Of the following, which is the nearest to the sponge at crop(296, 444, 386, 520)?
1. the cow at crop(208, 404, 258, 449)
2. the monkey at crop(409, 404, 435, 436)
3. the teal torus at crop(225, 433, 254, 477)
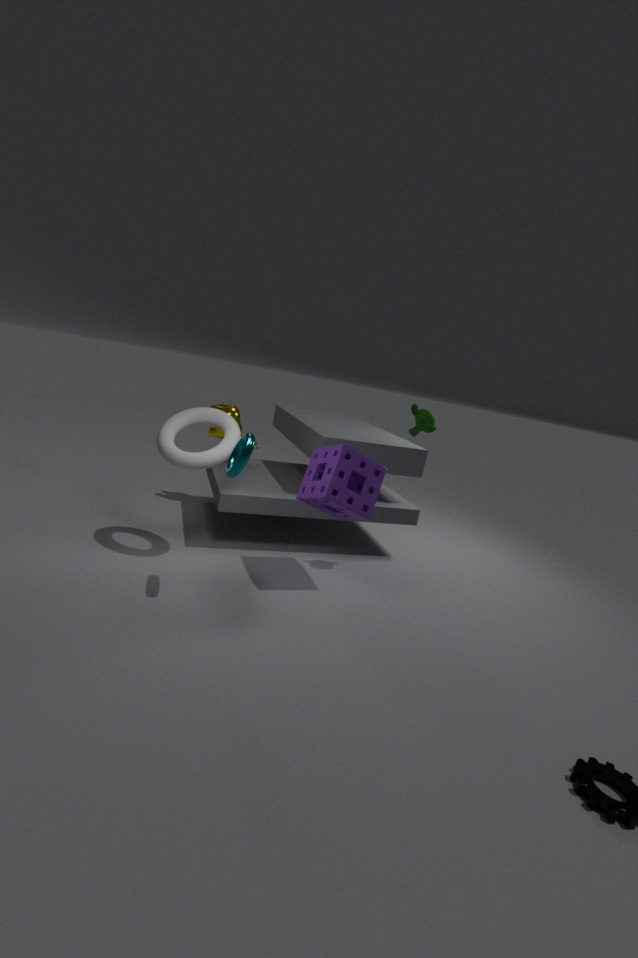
the monkey at crop(409, 404, 435, 436)
